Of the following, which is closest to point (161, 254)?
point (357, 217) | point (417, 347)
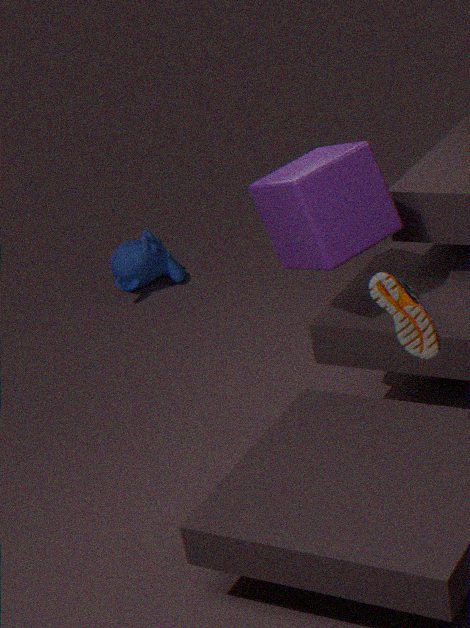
point (357, 217)
